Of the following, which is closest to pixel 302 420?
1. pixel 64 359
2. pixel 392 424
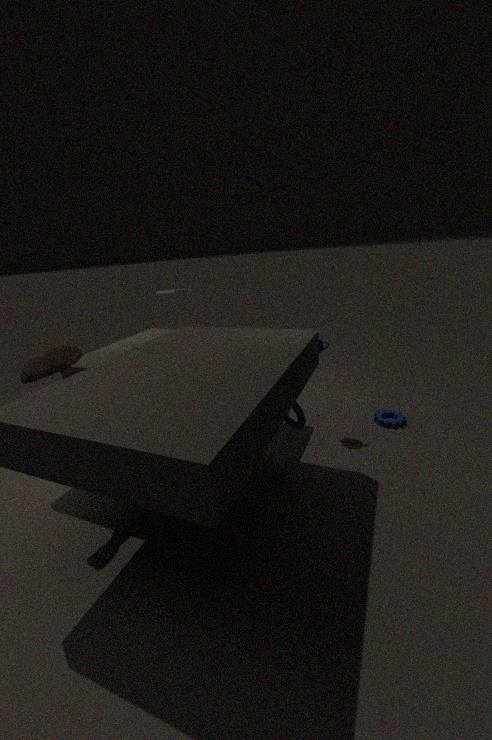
pixel 392 424
